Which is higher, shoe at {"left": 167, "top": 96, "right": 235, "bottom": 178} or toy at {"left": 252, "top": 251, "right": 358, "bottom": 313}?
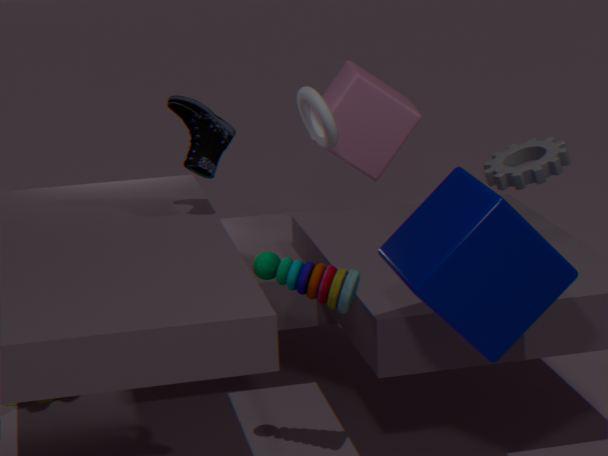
shoe at {"left": 167, "top": 96, "right": 235, "bottom": 178}
